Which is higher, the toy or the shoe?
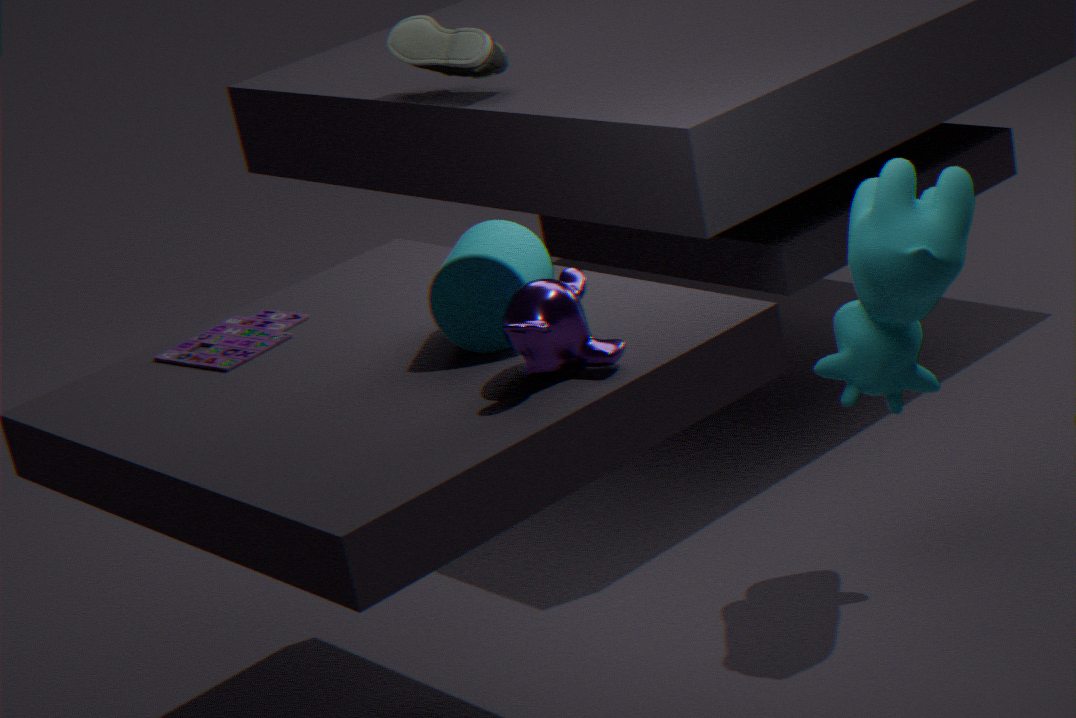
the shoe
